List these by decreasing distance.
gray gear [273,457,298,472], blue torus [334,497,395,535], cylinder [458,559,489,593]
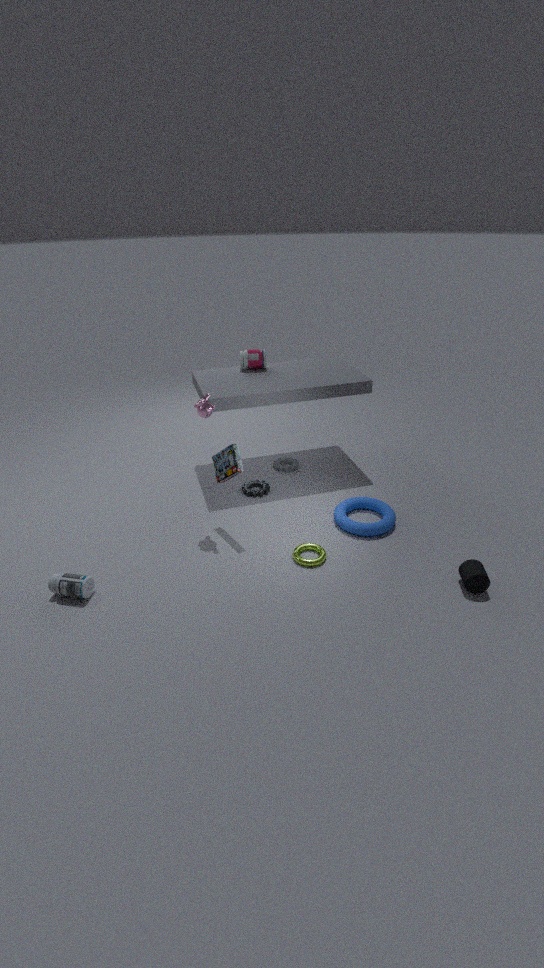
gray gear [273,457,298,472], blue torus [334,497,395,535], cylinder [458,559,489,593]
